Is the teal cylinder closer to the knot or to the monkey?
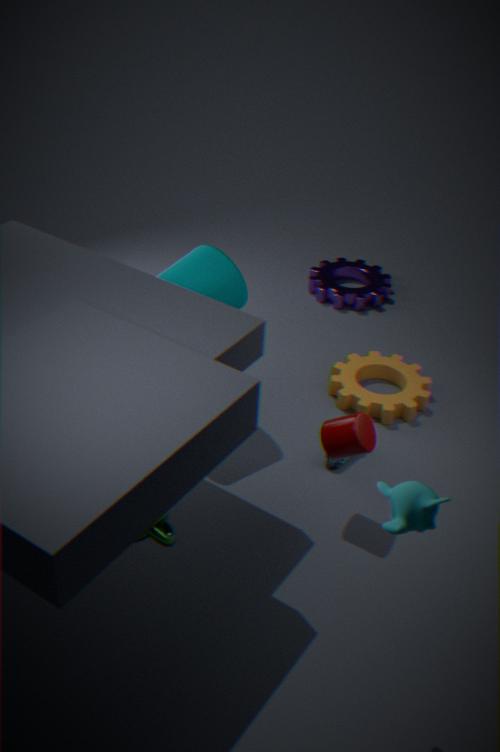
the knot
